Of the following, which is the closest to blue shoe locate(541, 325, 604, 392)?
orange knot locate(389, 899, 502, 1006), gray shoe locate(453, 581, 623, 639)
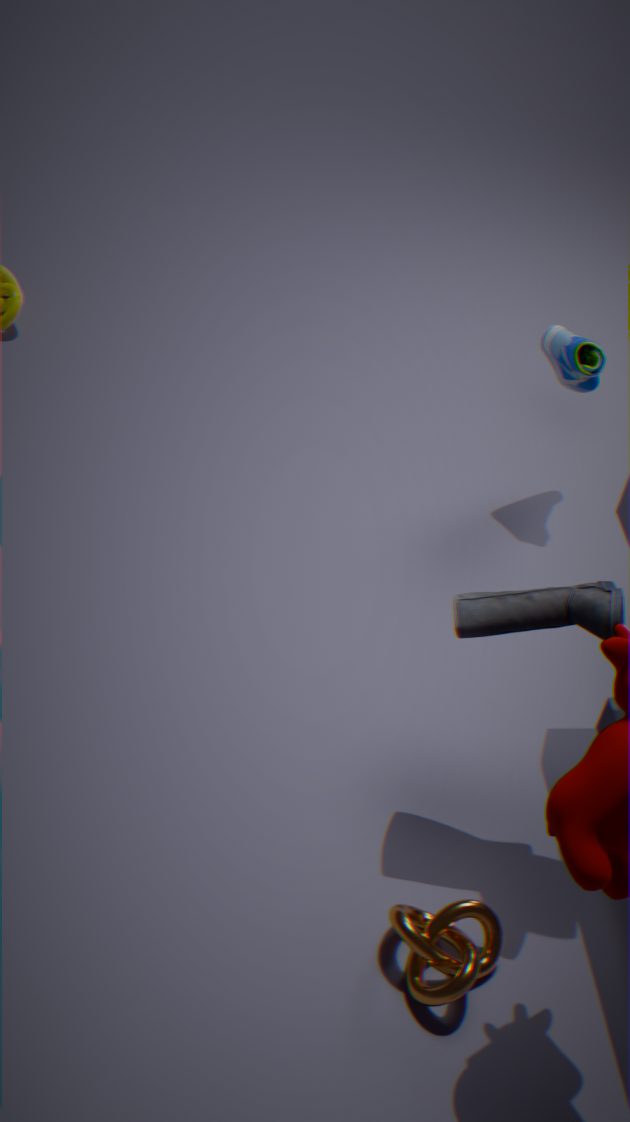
gray shoe locate(453, 581, 623, 639)
